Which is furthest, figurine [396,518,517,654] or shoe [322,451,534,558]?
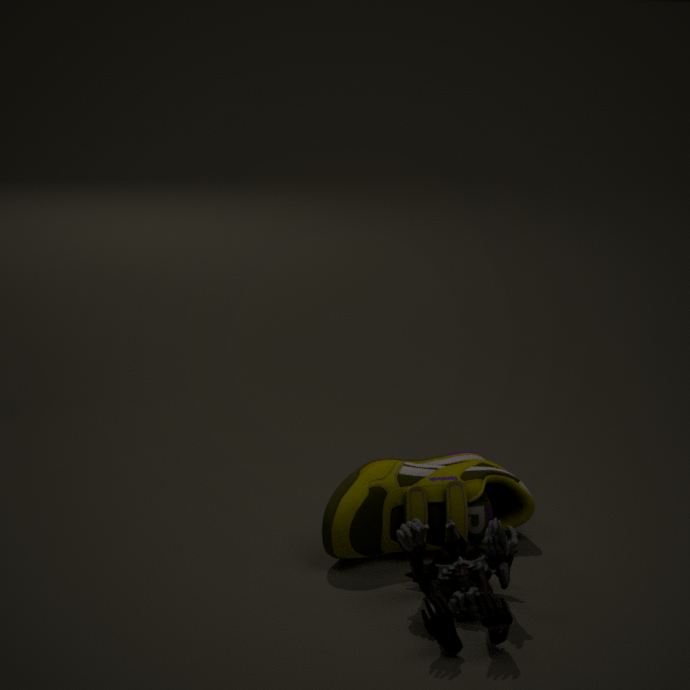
shoe [322,451,534,558]
